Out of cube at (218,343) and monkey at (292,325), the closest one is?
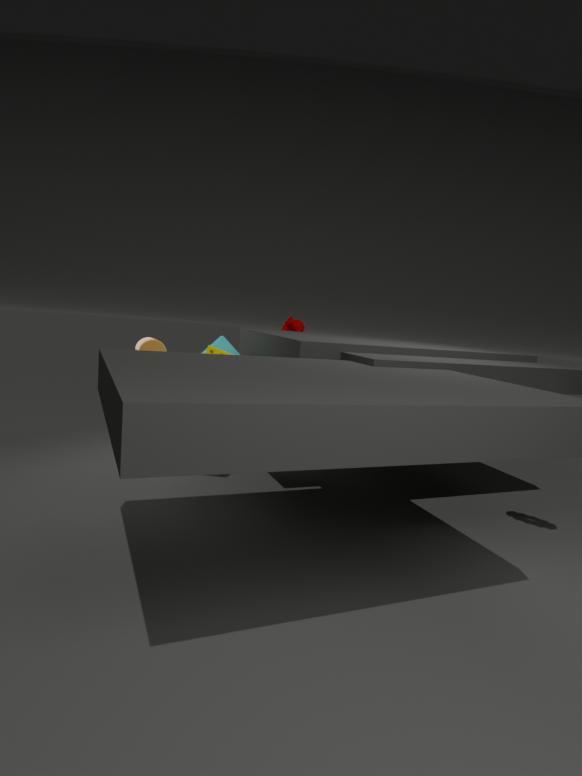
cube at (218,343)
